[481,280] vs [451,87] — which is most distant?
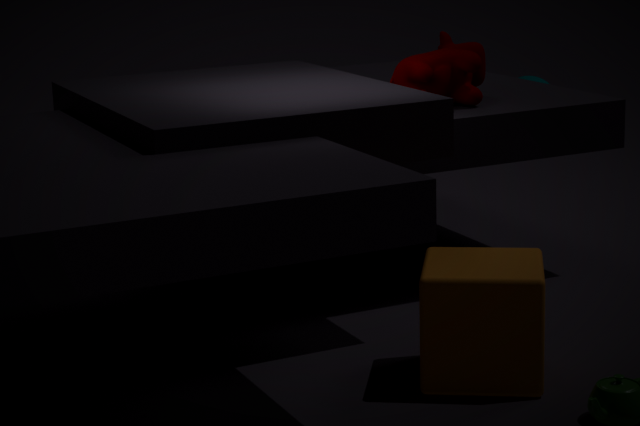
[451,87]
